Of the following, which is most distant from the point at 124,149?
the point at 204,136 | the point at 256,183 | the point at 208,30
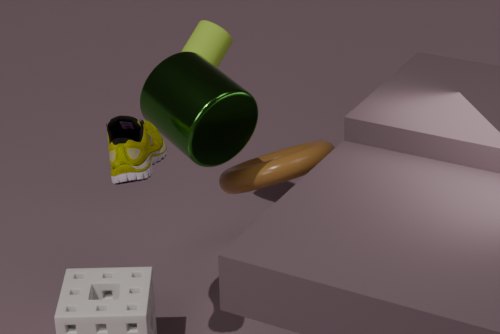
the point at 208,30
